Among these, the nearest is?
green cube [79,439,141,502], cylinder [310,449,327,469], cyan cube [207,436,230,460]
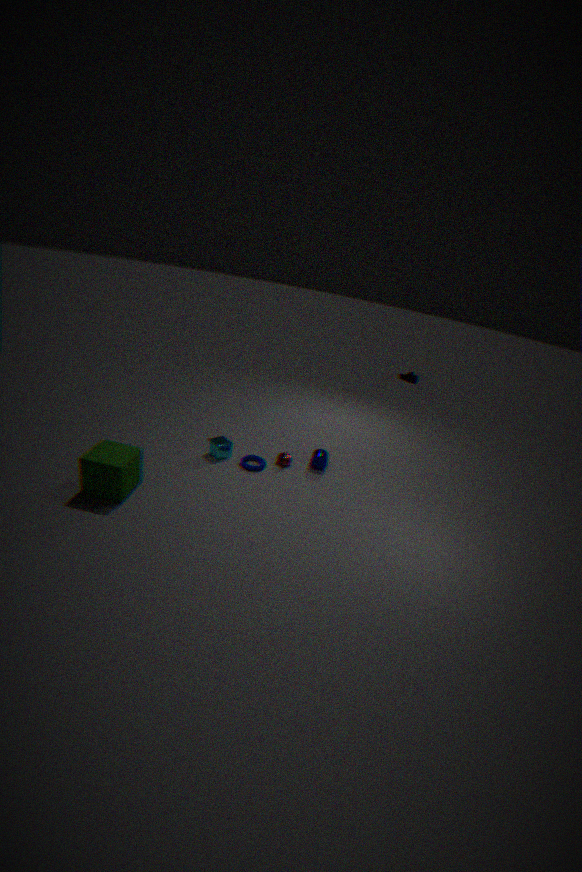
green cube [79,439,141,502]
